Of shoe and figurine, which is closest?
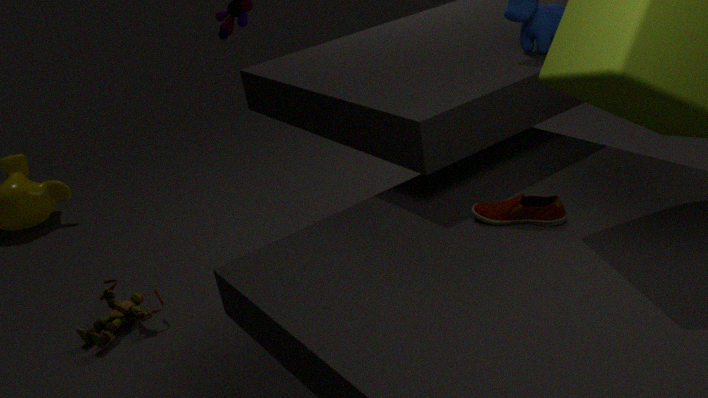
shoe
